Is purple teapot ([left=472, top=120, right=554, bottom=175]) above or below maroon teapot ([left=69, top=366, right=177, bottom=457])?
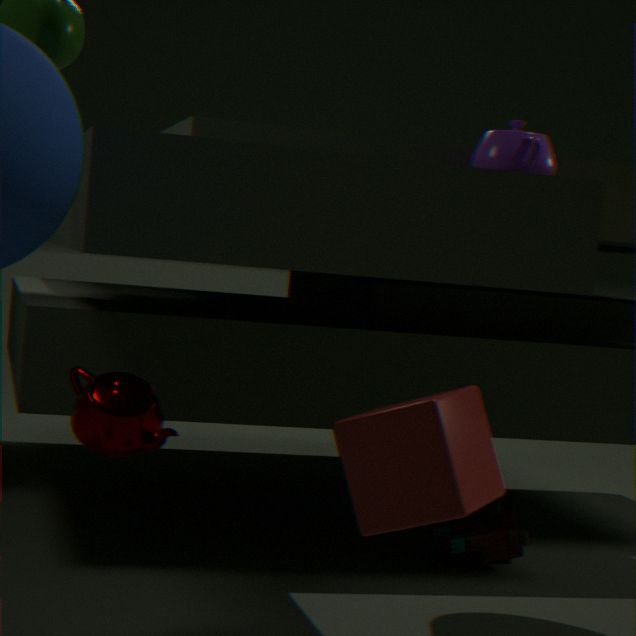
above
